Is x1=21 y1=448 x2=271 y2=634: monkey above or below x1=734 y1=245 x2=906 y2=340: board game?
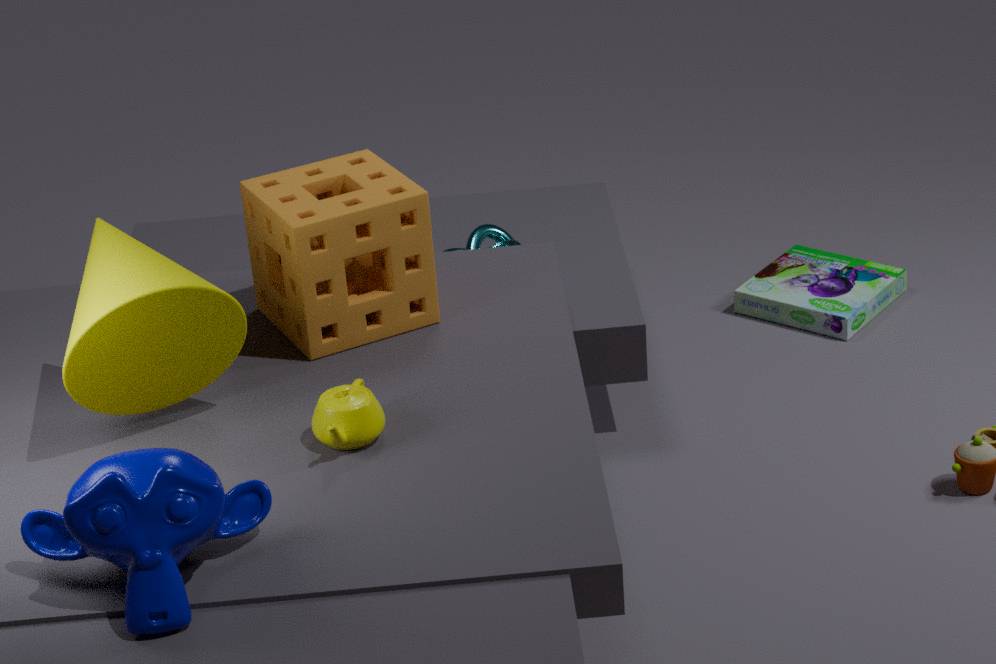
above
